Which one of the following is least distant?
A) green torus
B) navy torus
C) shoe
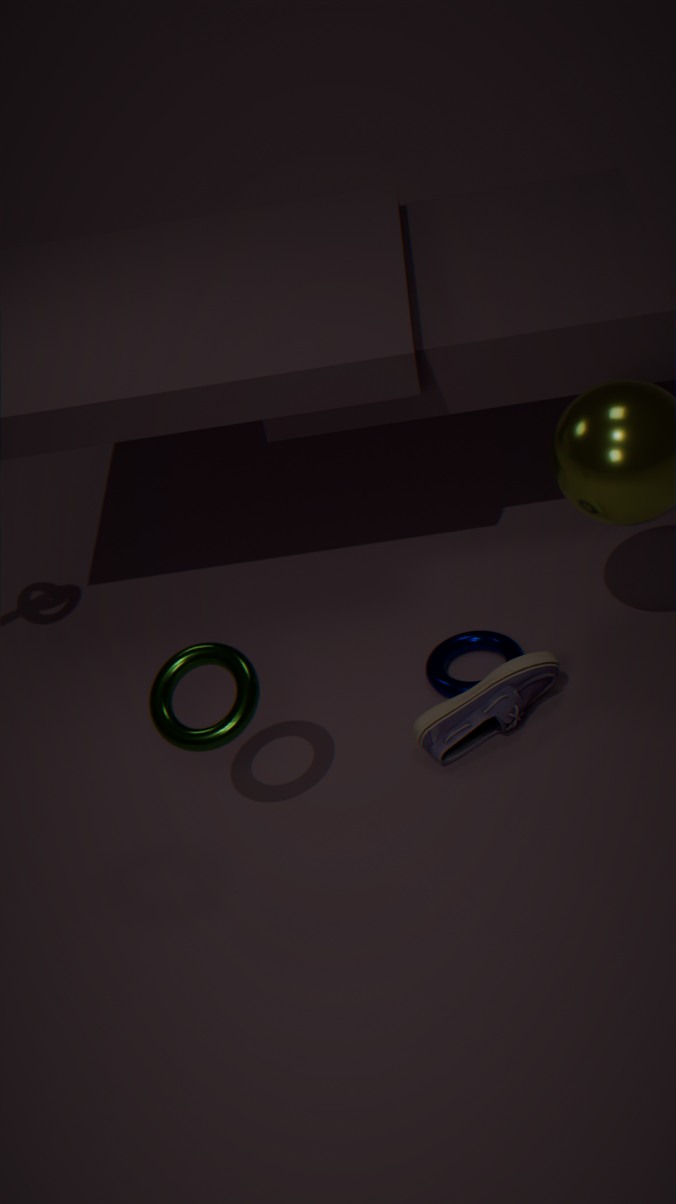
green torus
